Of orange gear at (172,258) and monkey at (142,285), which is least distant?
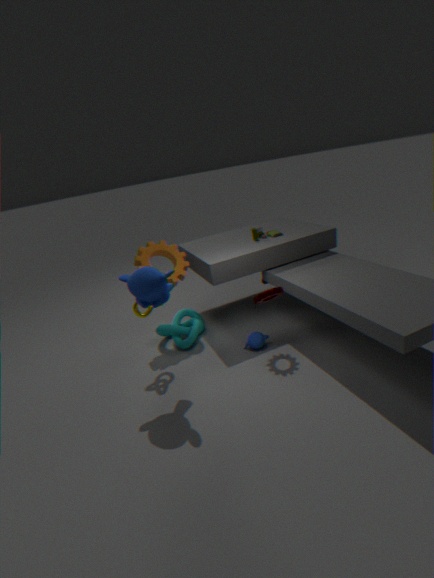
monkey at (142,285)
